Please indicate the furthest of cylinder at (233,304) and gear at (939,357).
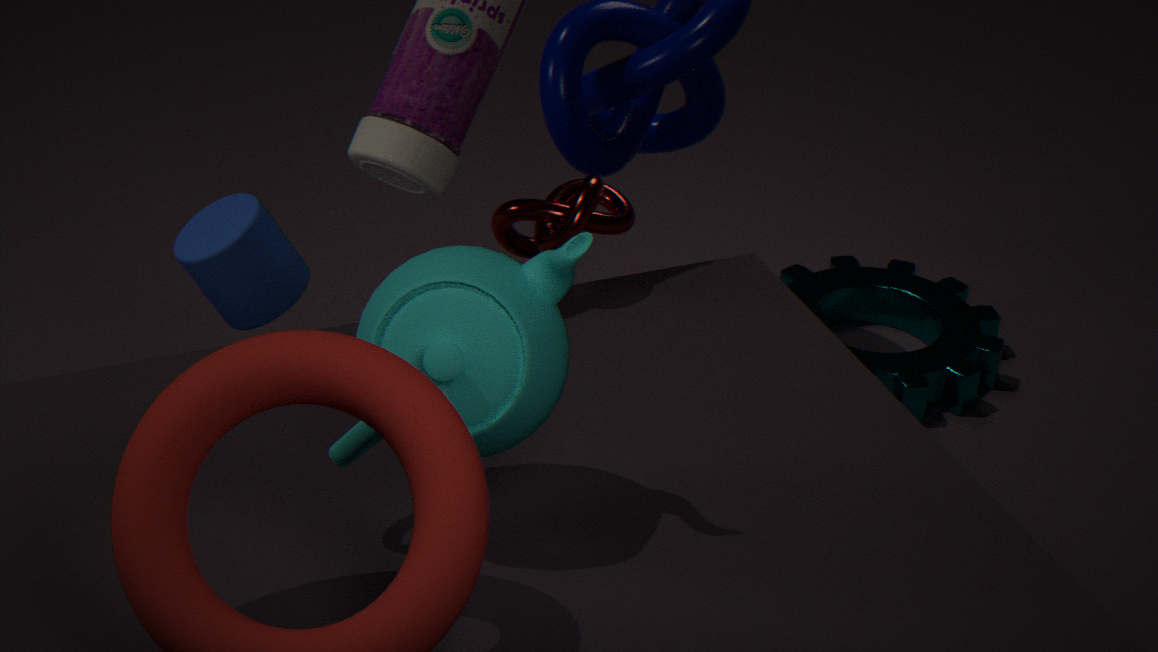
gear at (939,357)
